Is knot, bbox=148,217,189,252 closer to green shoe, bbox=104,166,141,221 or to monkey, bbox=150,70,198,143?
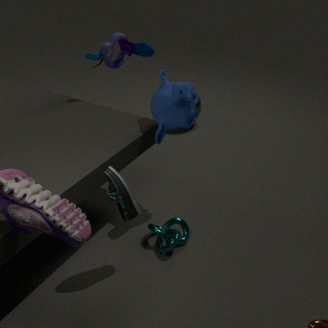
green shoe, bbox=104,166,141,221
